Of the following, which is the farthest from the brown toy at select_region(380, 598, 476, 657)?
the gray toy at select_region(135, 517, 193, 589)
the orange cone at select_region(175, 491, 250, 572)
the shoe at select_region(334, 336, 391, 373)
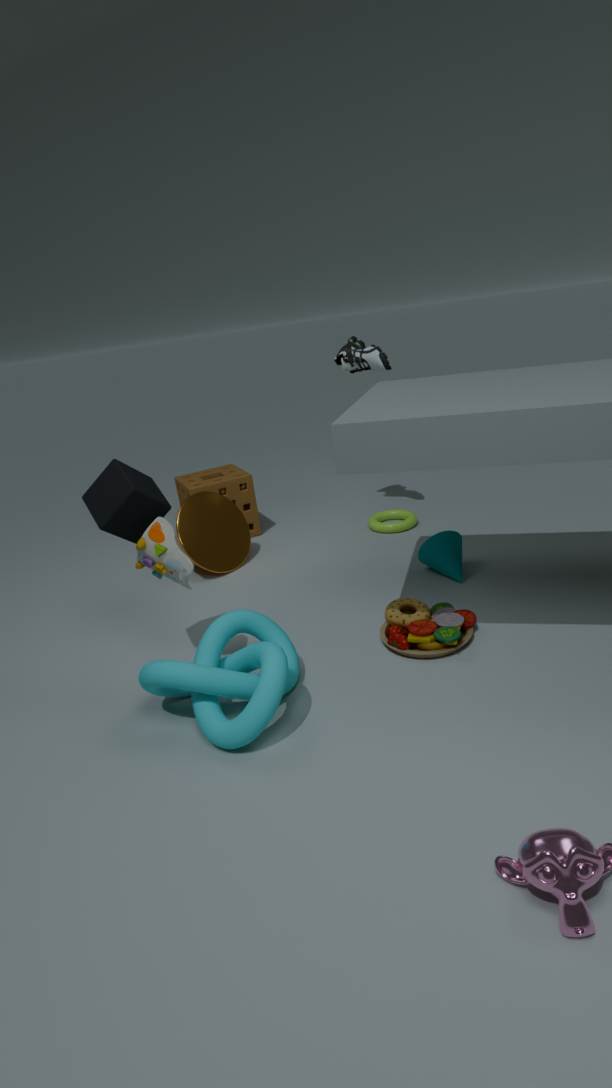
the shoe at select_region(334, 336, 391, 373)
